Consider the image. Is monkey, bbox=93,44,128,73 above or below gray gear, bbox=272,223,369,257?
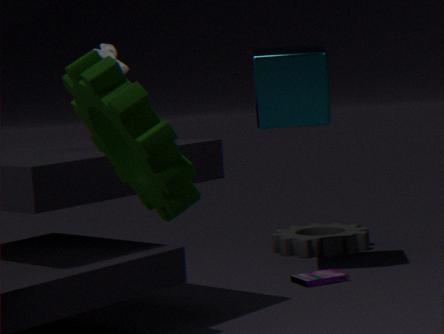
above
